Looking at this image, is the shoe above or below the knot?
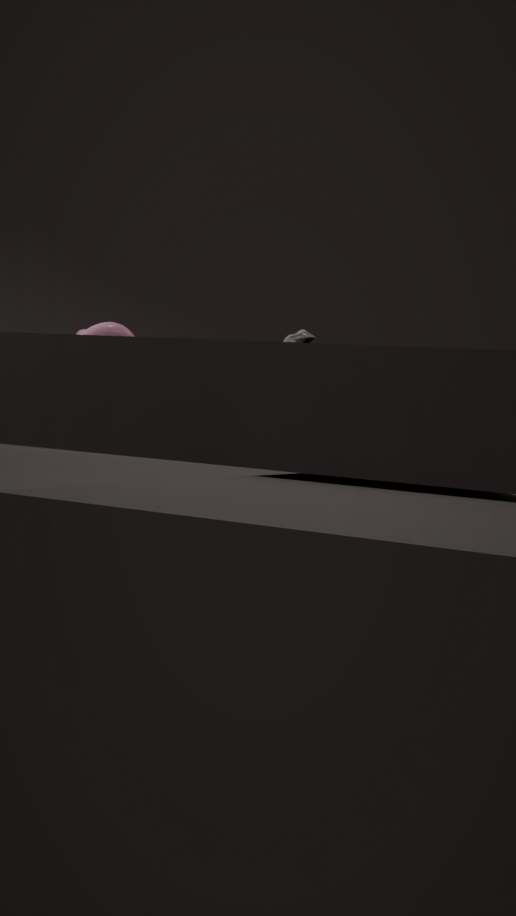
above
